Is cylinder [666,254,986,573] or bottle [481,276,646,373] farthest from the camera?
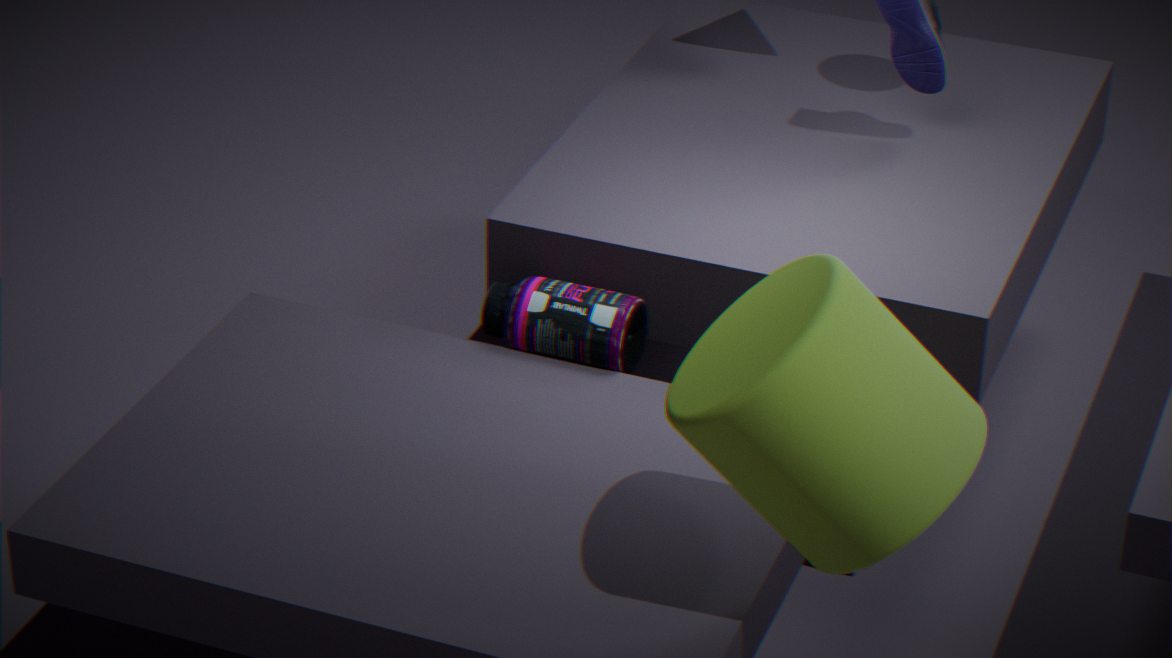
bottle [481,276,646,373]
